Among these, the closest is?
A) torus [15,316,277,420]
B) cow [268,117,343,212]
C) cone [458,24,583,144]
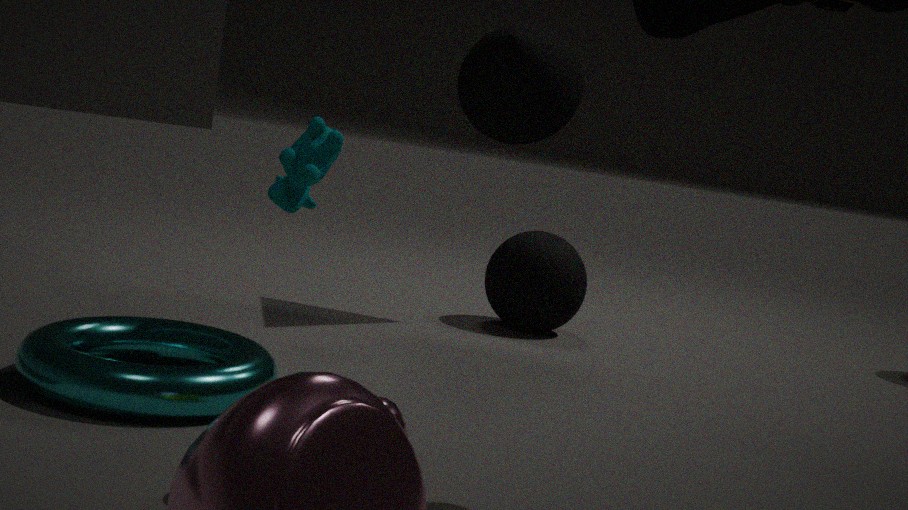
torus [15,316,277,420]
